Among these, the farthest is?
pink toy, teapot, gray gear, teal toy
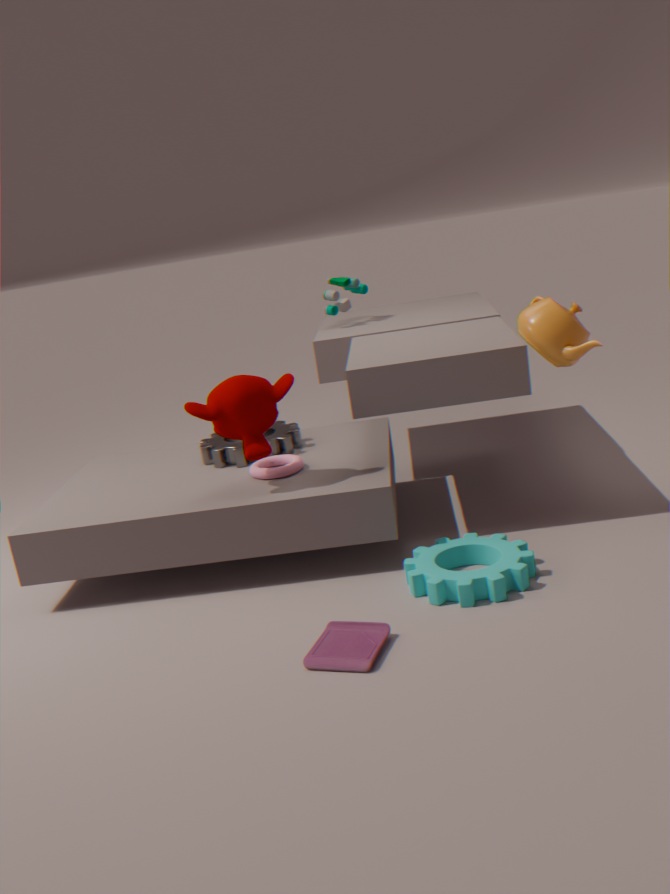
teal toy
